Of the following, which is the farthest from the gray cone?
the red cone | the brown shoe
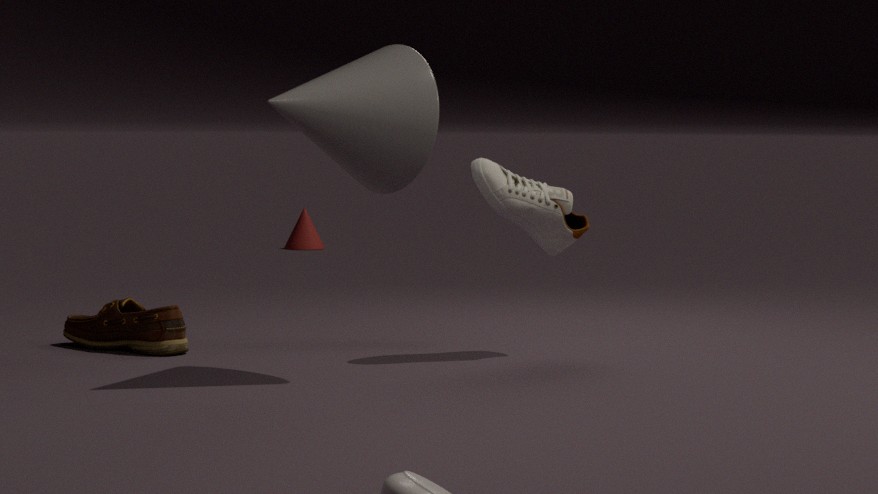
the red cone
